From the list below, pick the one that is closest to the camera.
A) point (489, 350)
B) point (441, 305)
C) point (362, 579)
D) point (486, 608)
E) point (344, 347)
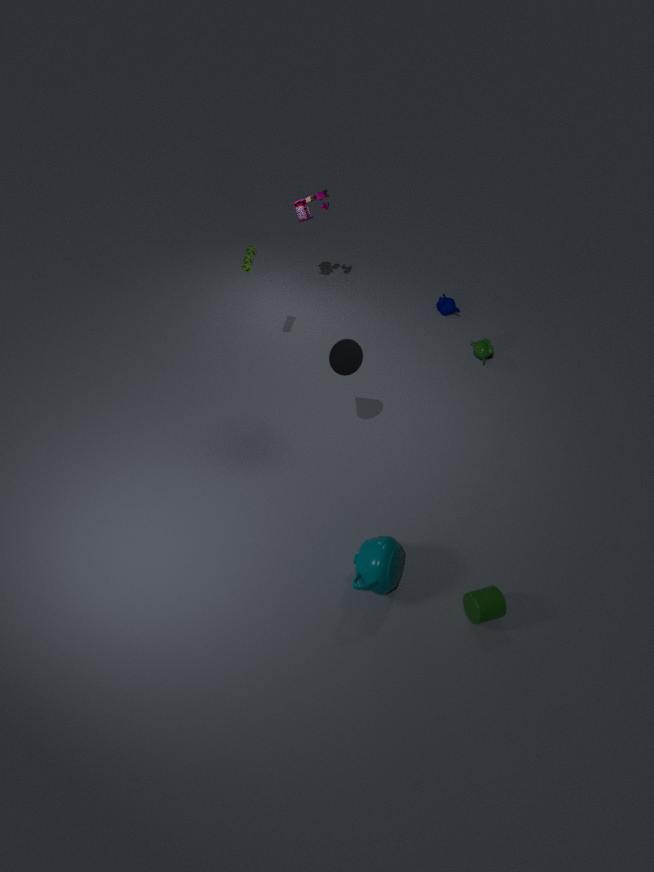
point (486, 608)
